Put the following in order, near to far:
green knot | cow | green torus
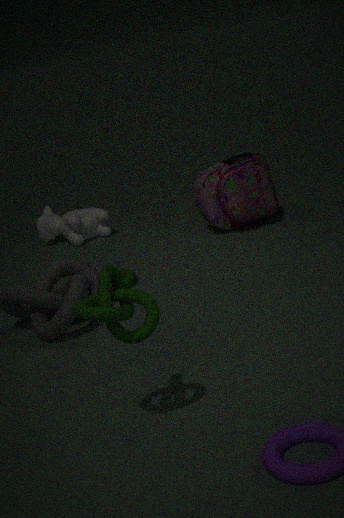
1. green knot
2. green torus
3. cow
